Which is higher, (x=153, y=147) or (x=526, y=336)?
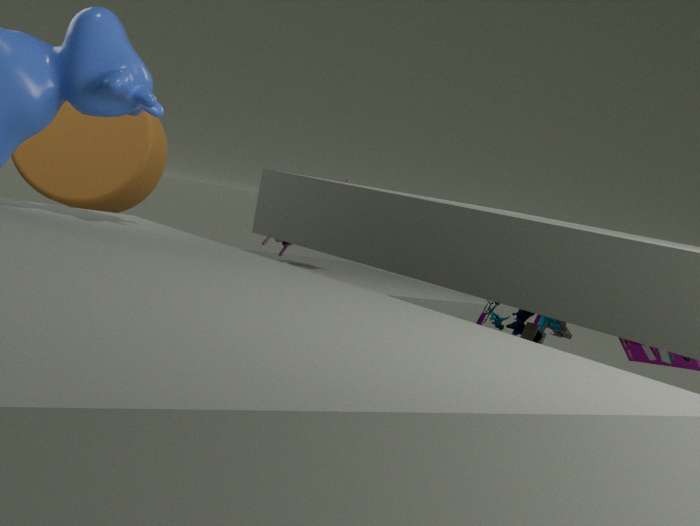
(x=153, y=147)
